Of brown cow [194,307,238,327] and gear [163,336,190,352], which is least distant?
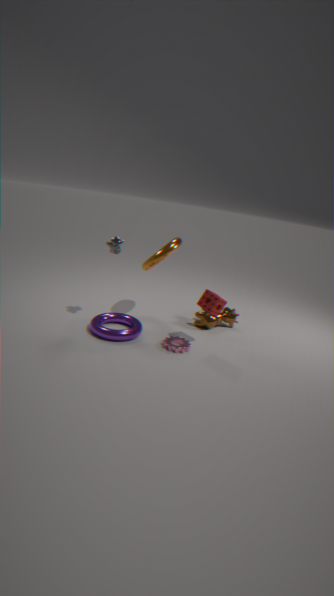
gear [163,336,190,352]
